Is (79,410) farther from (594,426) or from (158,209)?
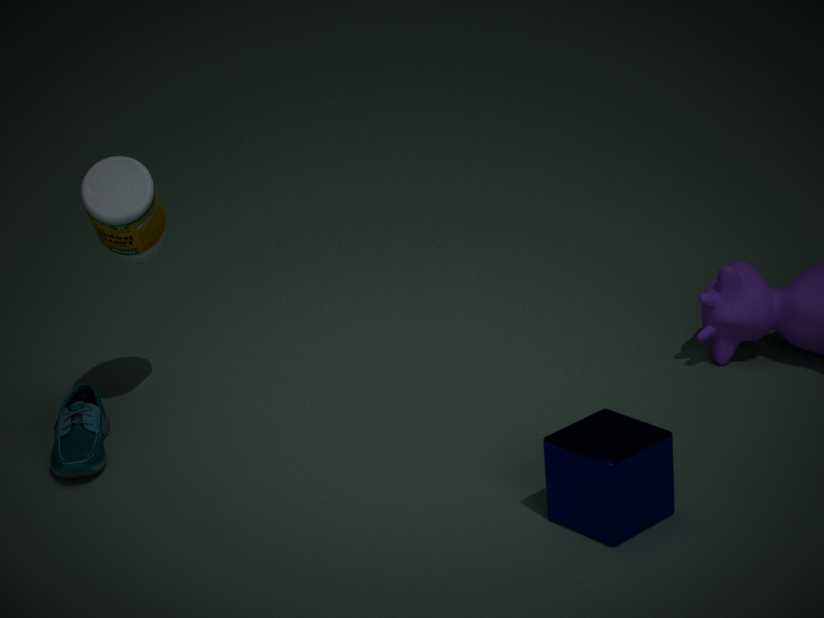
(594,426)
